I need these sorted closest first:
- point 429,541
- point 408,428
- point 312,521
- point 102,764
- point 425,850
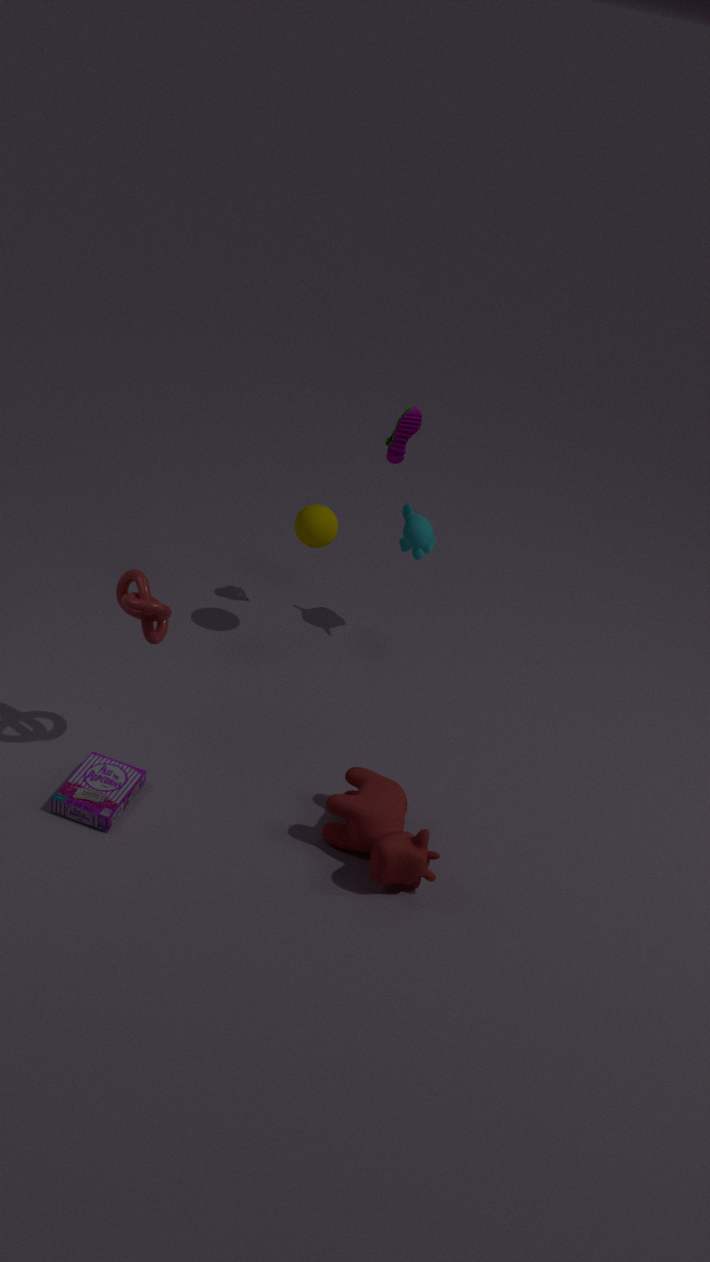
point 425,850 → point 102,764 → point 312,521 → point 408,428 → point 429,541
